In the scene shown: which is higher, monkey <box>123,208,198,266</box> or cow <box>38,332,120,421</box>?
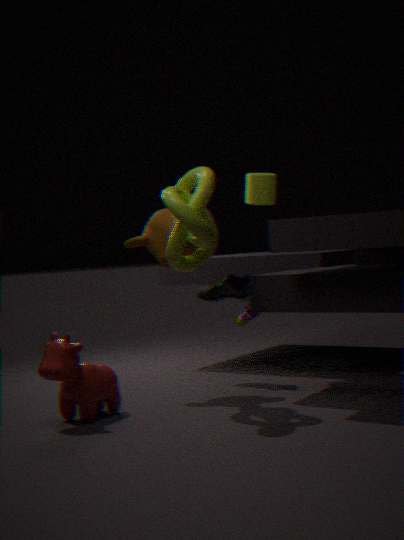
monkey <box>123,208,198,266</box>
